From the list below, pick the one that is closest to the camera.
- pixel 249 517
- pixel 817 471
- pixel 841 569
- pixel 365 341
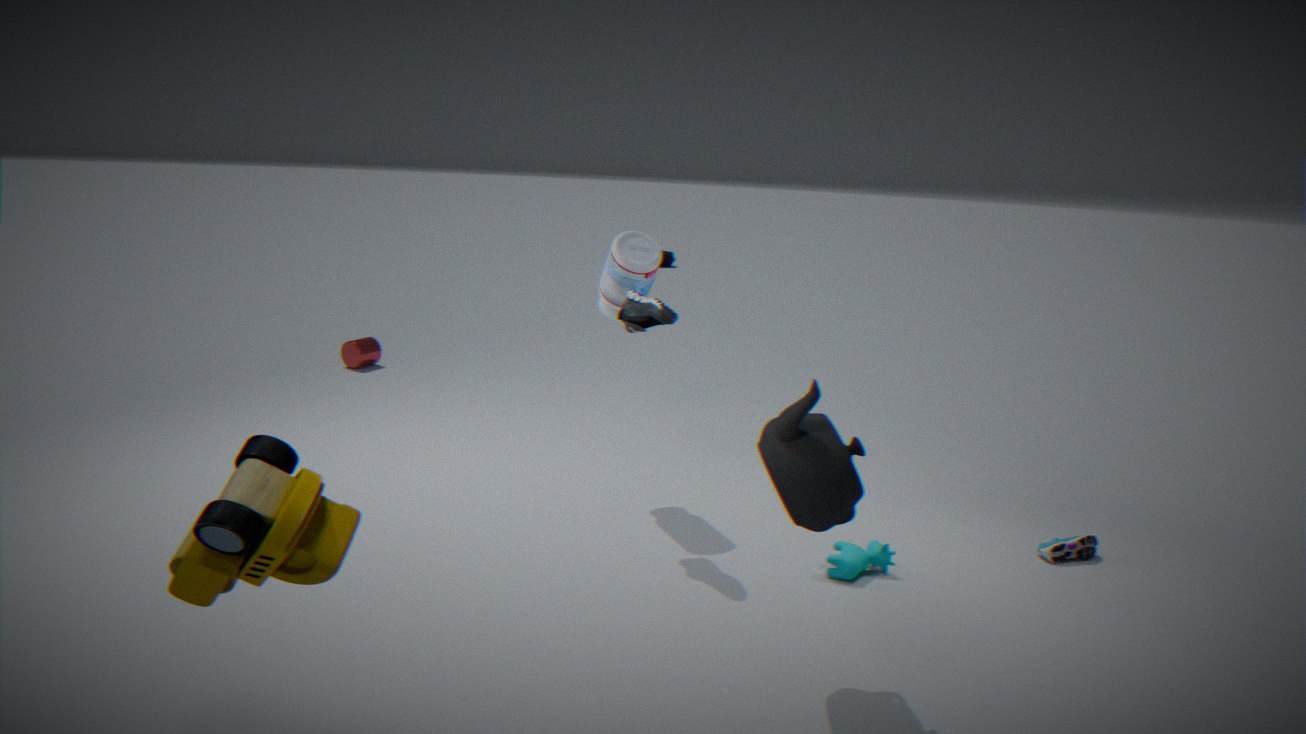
pixel 249 517
